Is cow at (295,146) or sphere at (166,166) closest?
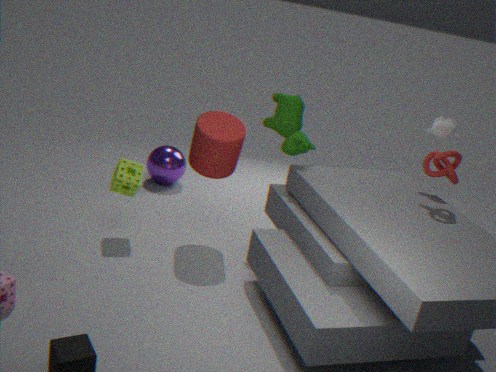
cow at (295,146)
